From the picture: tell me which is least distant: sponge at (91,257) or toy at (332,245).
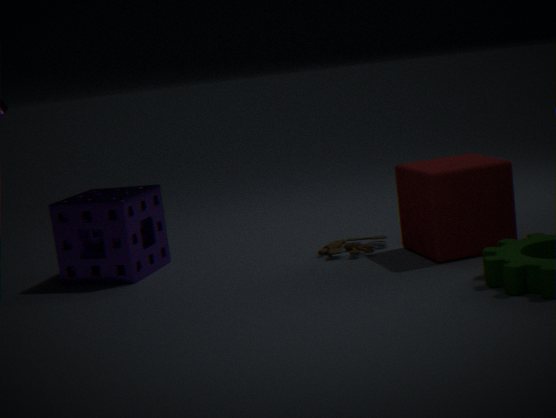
sponge at (91,257)
